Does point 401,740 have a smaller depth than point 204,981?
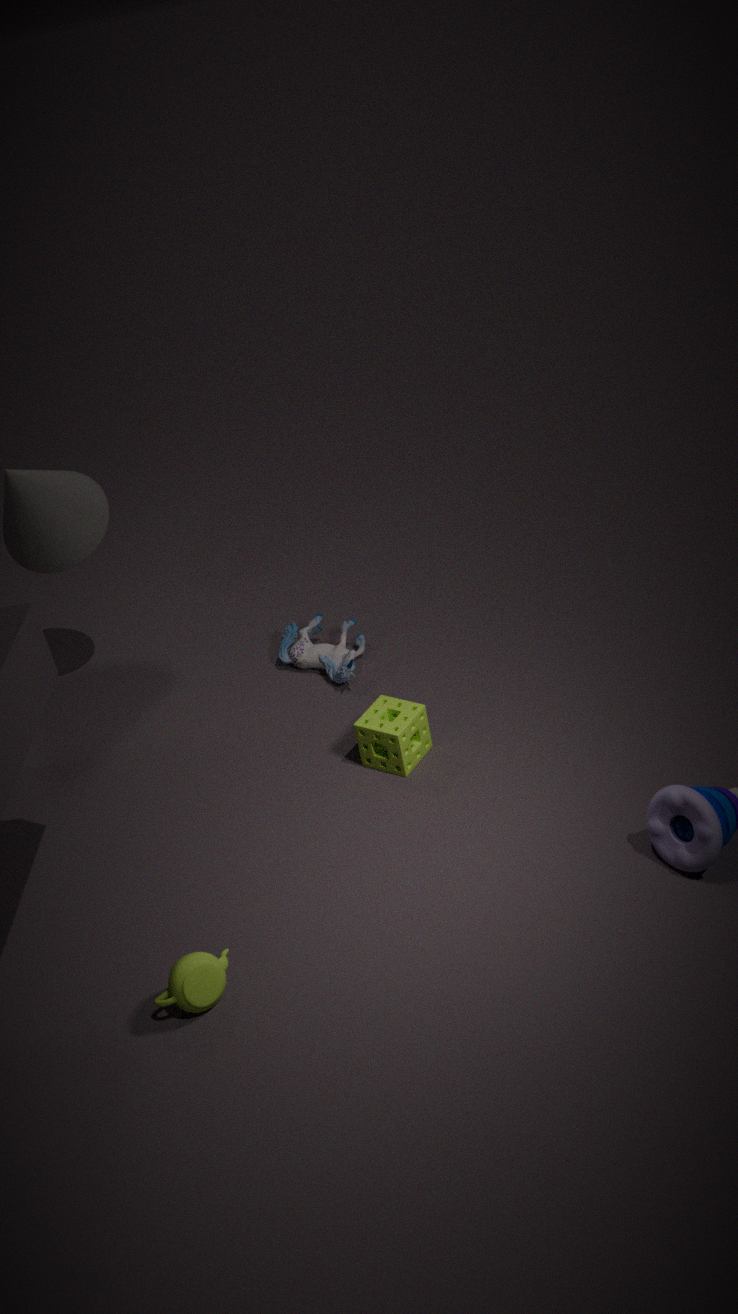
No
